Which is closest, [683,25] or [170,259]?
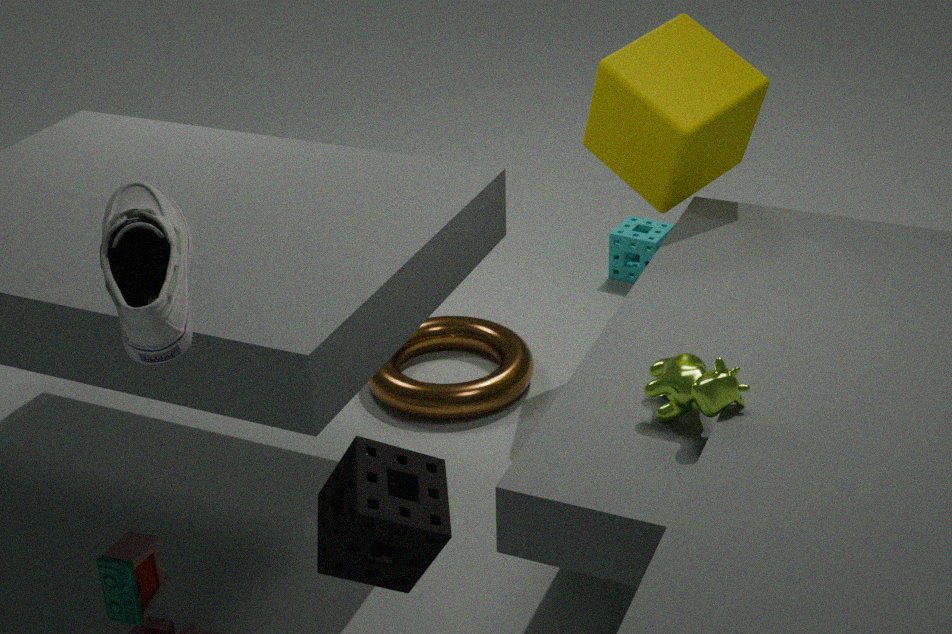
[170,259]
